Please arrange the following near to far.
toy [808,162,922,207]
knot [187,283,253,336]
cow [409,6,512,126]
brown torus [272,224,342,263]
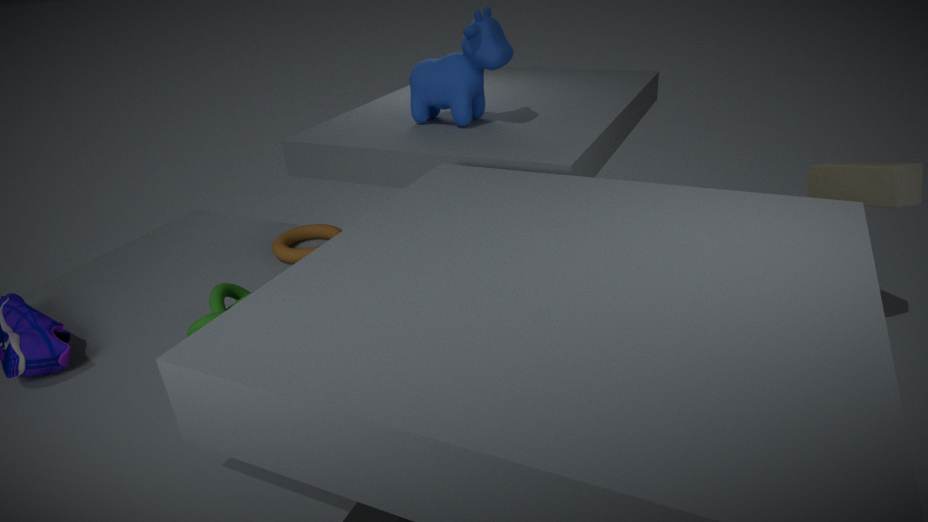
1. knot [187,283,253,336]
2. brown torus [272,224,342,263]
3. toy [808,162,922,207]
4. cow [409,6,512,126]
